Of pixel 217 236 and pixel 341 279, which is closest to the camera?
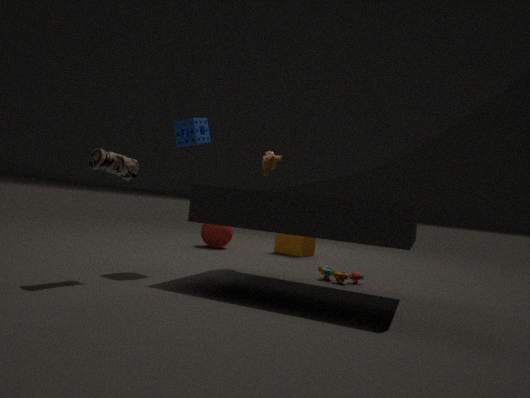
pixel 341 279
